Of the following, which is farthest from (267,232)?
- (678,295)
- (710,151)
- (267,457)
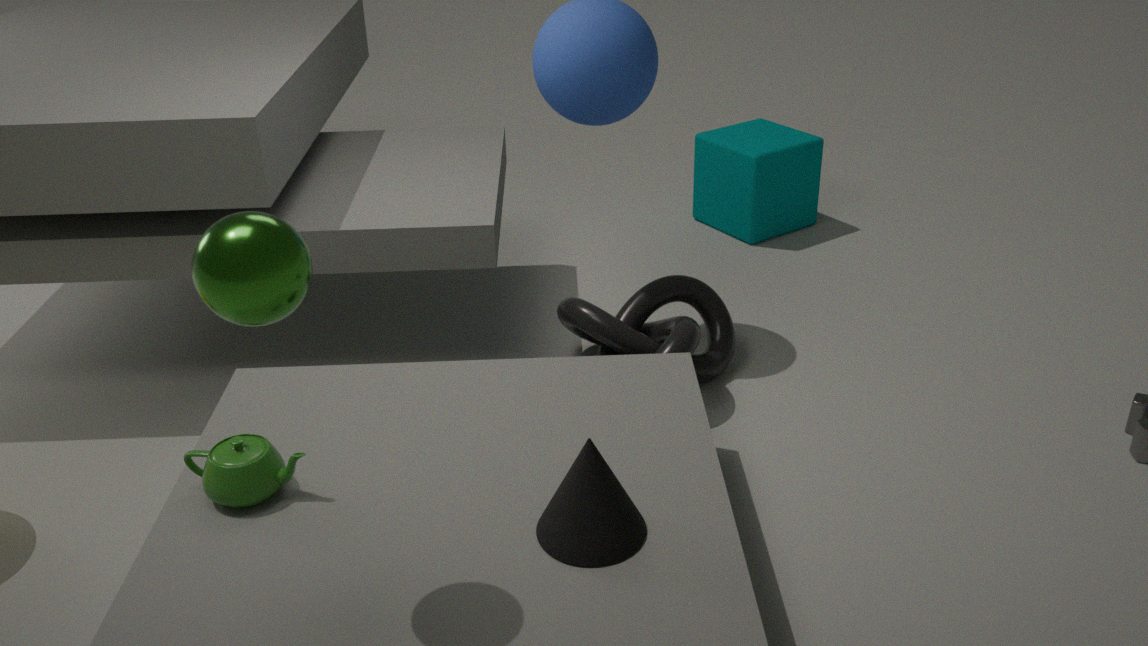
(710,151)
